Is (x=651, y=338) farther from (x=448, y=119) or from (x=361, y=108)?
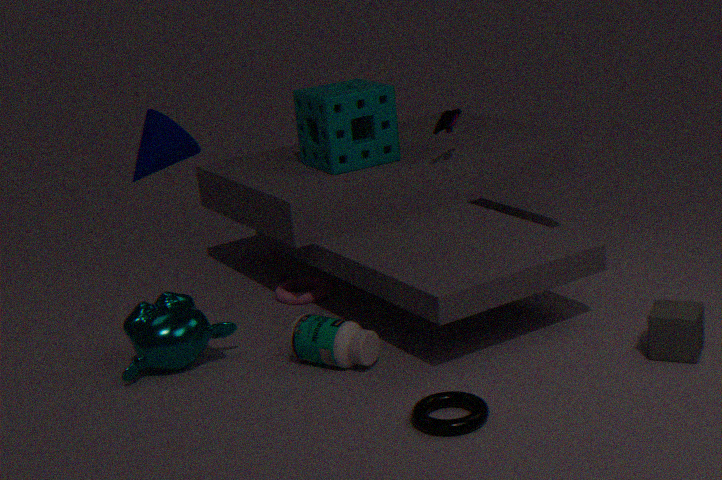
(x=361, y=108)
